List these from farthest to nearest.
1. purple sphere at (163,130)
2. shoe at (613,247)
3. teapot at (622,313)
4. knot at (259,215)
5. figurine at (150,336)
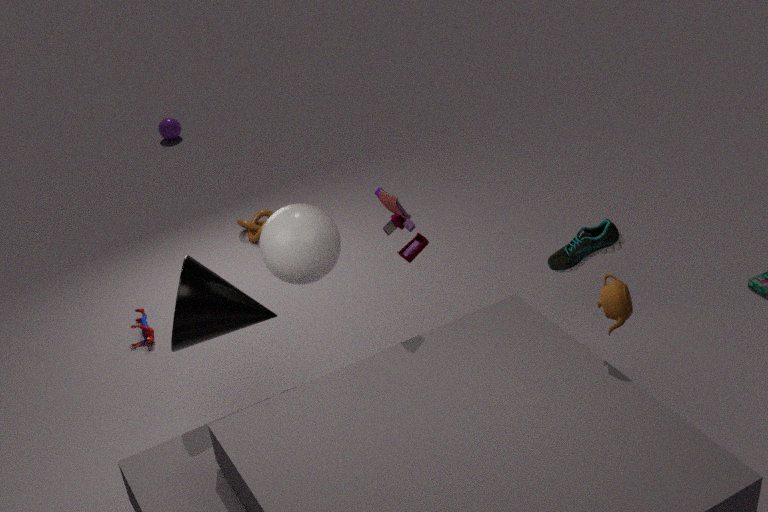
1. purple sphere at (163,130)
2. knot at (259,215)
3. figurine at (150,336)
4. shoe at (613,247)
5. teapot at (622,313)
